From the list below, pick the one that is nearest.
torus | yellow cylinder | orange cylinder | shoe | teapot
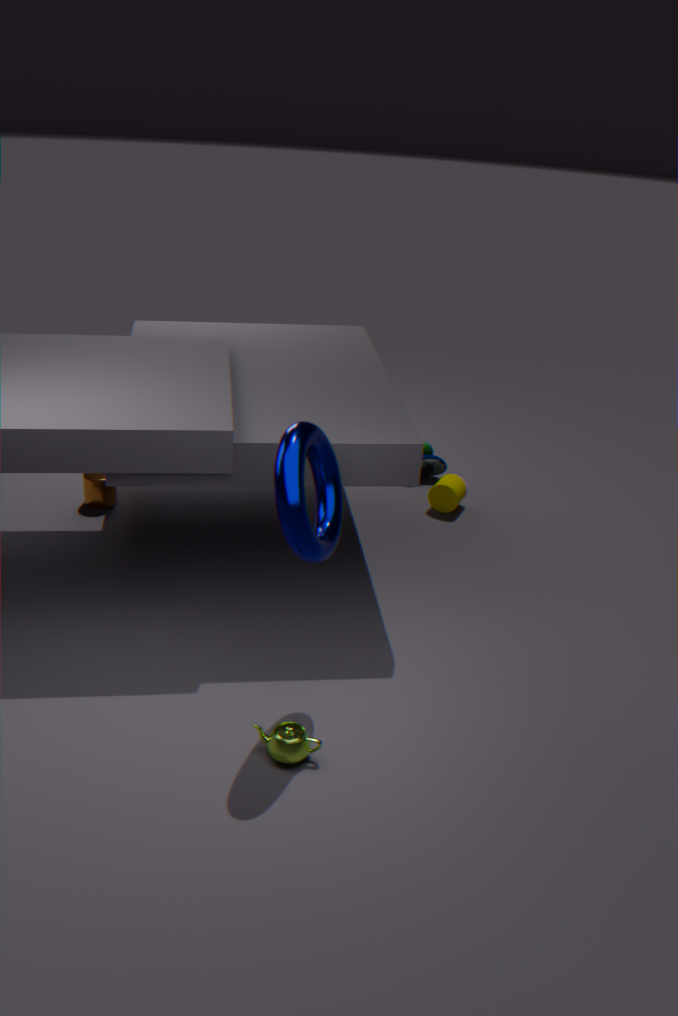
torus
